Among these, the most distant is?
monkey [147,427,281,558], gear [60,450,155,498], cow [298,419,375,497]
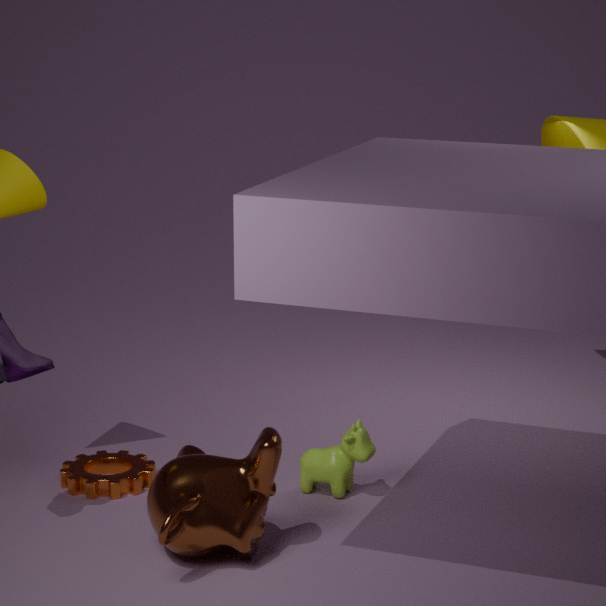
gear [60,450,155,498]
